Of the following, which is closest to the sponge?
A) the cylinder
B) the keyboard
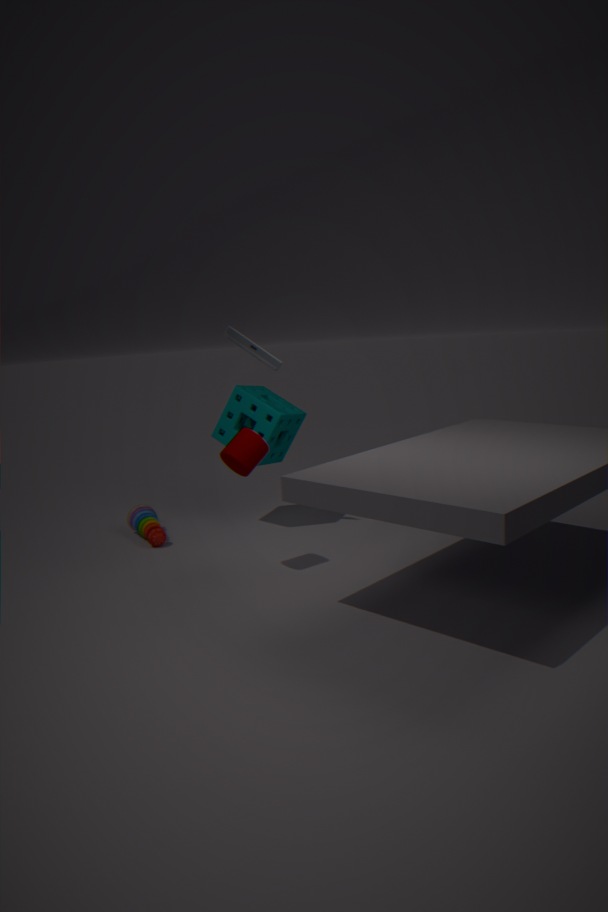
the keyboard
